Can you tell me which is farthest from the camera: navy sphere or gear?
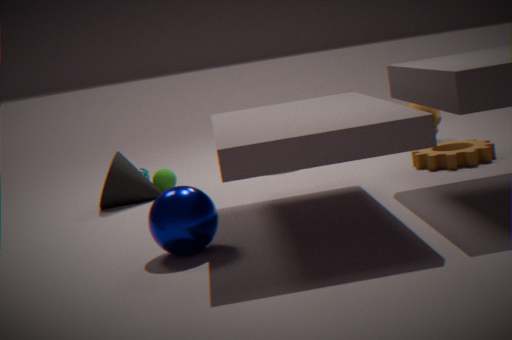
gear
